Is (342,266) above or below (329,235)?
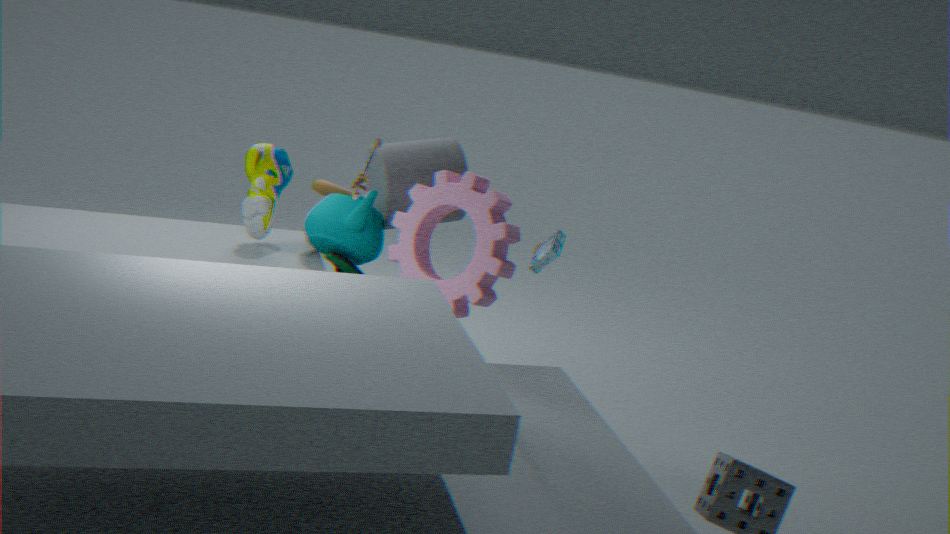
below
